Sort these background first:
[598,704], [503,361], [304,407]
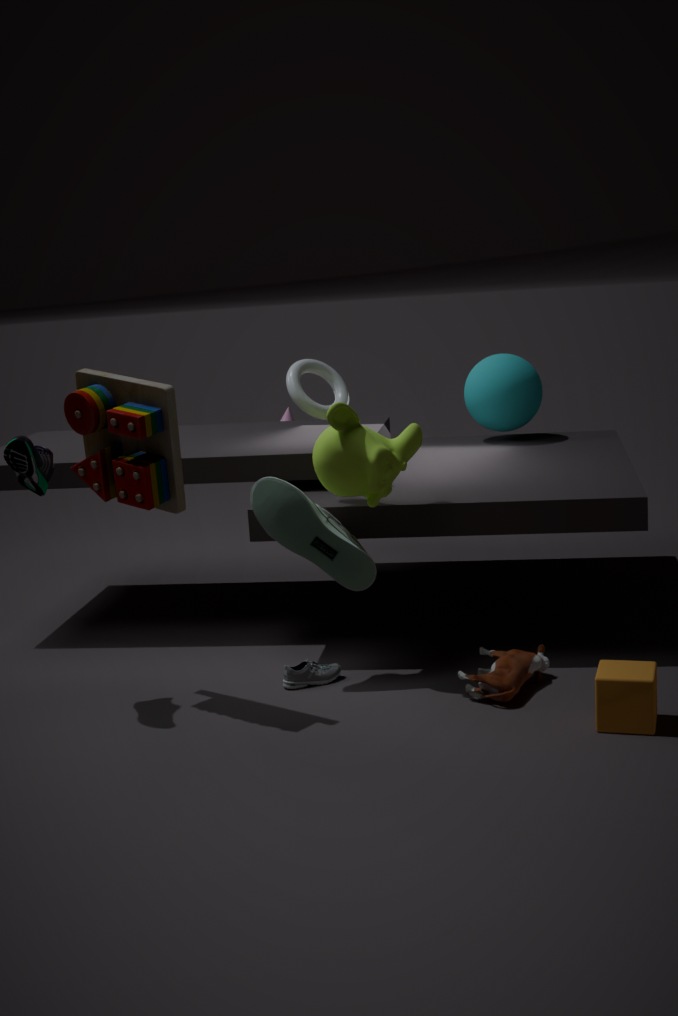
[503,361]
[304,407]
[598,704]
